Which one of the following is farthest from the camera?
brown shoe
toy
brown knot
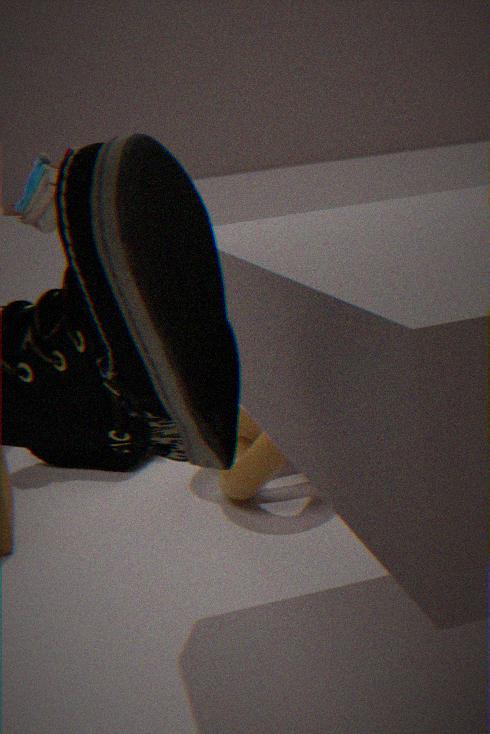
toy
